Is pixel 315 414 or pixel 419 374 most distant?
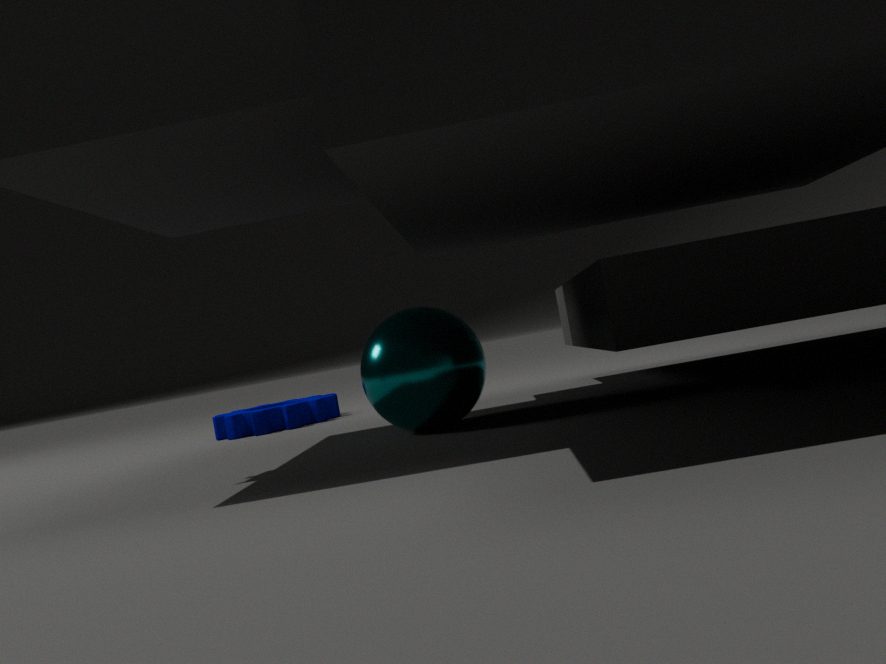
pixel 315 414
